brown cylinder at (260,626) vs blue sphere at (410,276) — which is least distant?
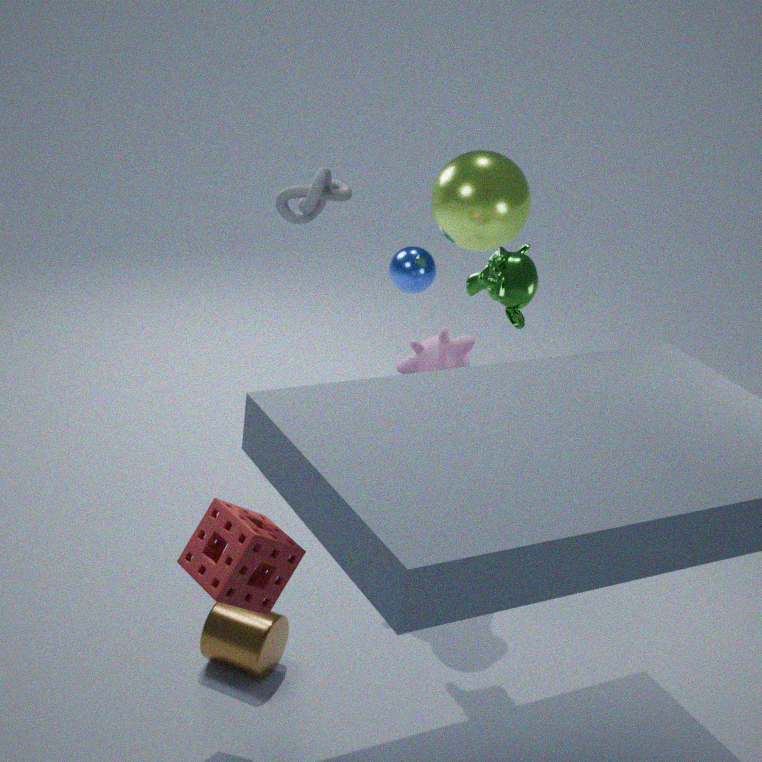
brown cylinder at (260,626)
